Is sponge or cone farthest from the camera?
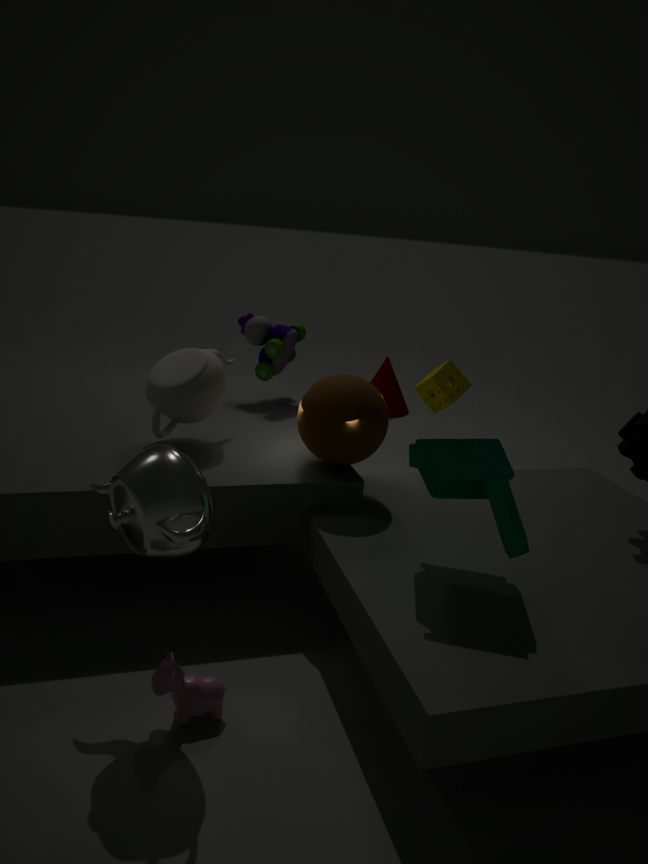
cone
